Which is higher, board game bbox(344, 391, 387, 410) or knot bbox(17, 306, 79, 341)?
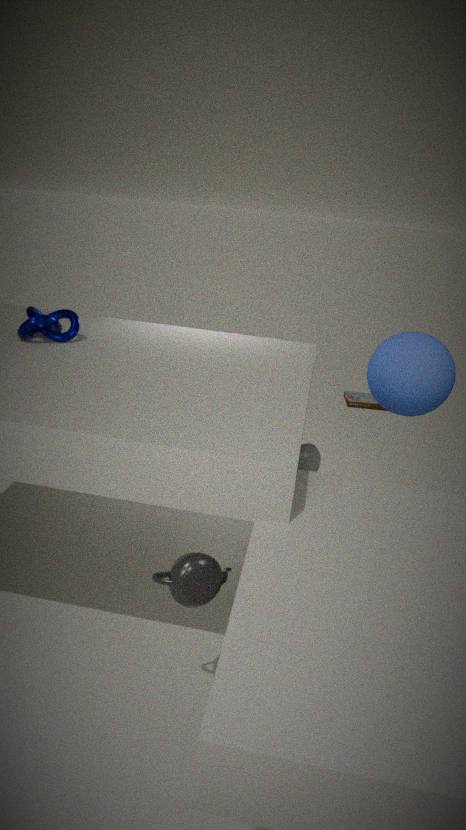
knot bbox(17, 306, 79, 341)
